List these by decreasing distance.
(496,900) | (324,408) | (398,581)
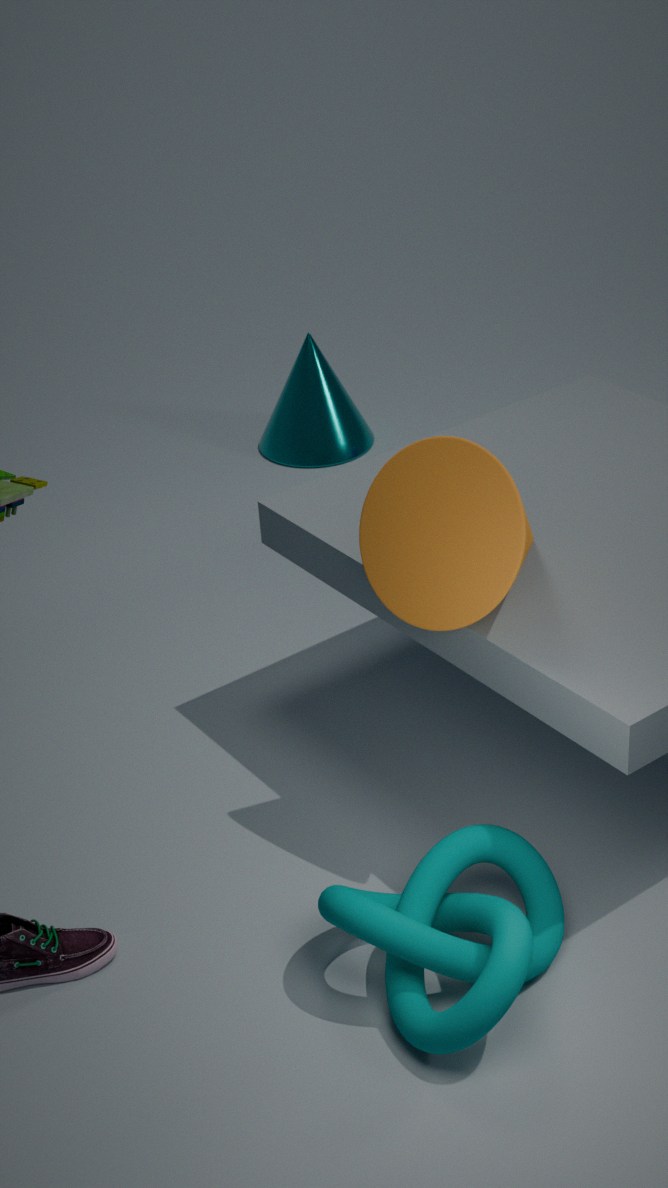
(324,408)
(398,581)
(496,900)
